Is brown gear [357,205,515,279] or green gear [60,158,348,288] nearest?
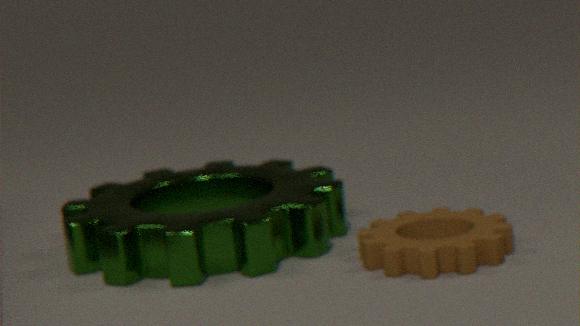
brown gear [357,205,515,279]
